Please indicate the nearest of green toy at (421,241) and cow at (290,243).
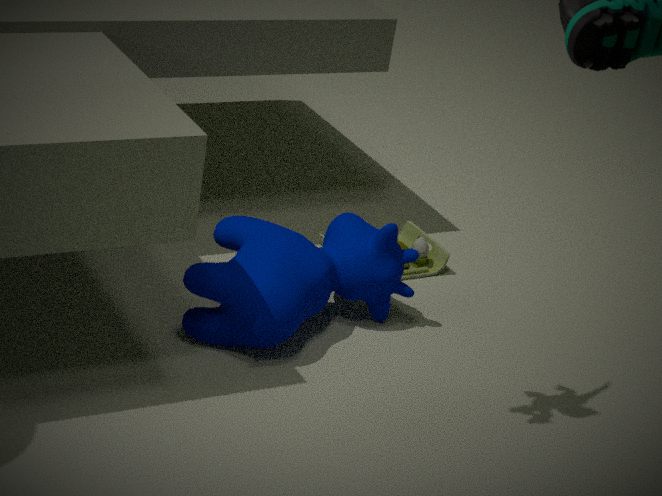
cow at (290,243)
